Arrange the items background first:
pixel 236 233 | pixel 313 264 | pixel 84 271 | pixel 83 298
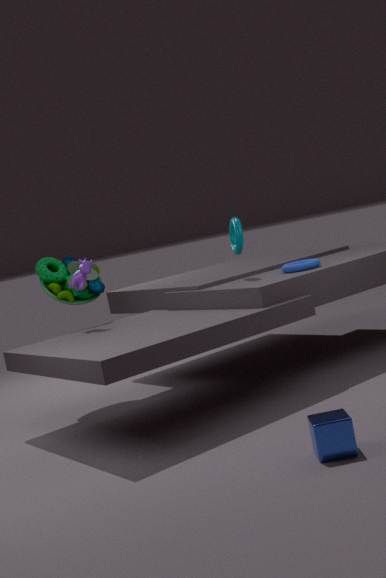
pixel 83 298, pixel 84 271, pixel 236 233, pixel 313 264
